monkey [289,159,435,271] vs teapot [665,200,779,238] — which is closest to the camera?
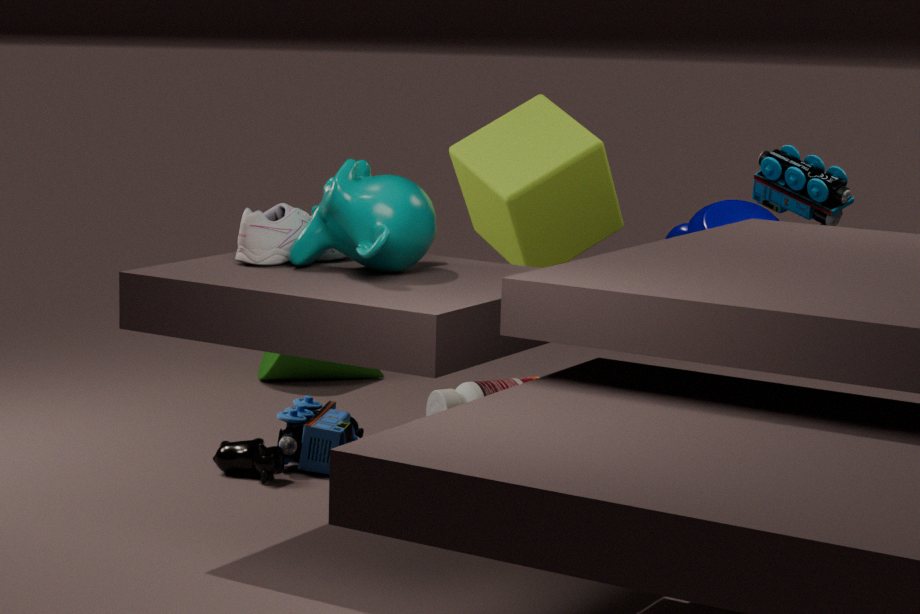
monkey [289,159,435,271]
